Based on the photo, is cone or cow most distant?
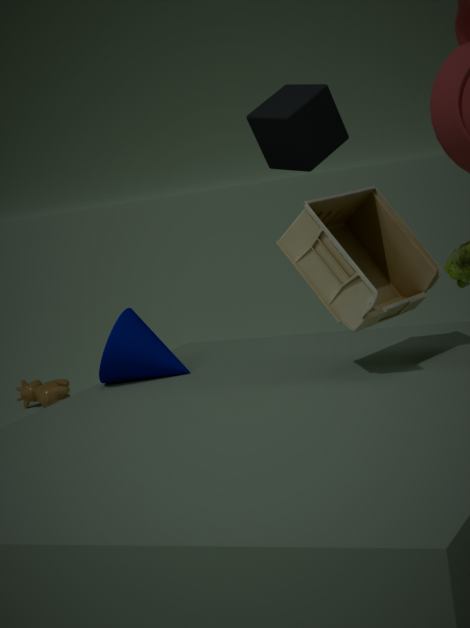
cow
